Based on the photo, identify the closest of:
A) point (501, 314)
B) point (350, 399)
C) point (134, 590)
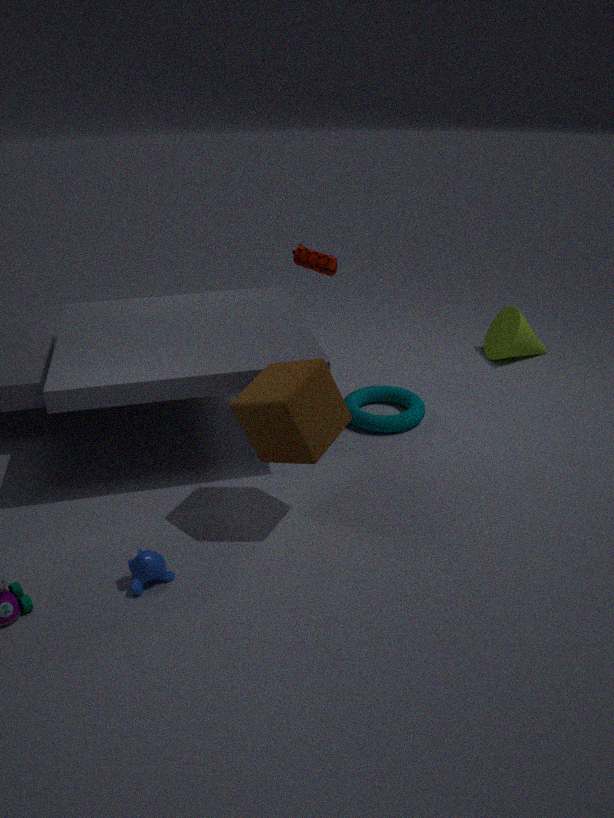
C. point (134, 590)
